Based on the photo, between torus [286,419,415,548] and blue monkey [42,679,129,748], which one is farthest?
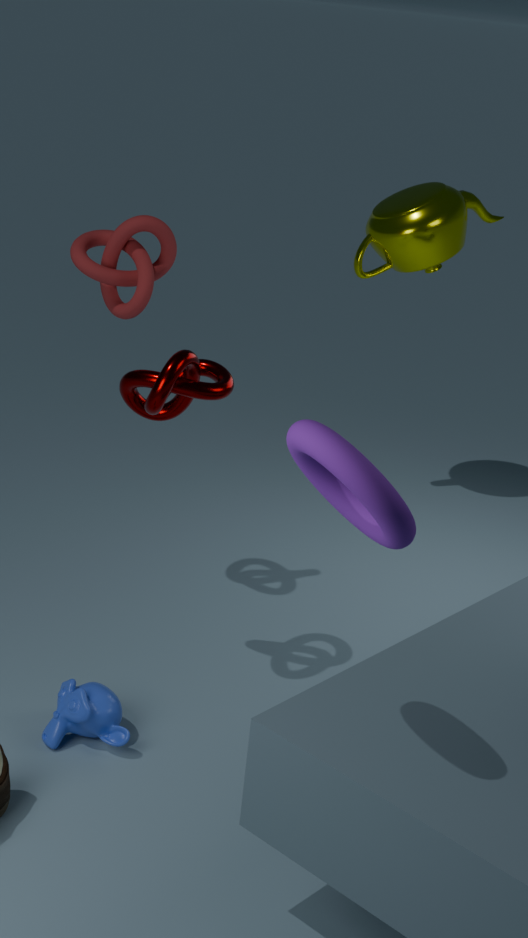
blue monkey [42,679,129,748]
